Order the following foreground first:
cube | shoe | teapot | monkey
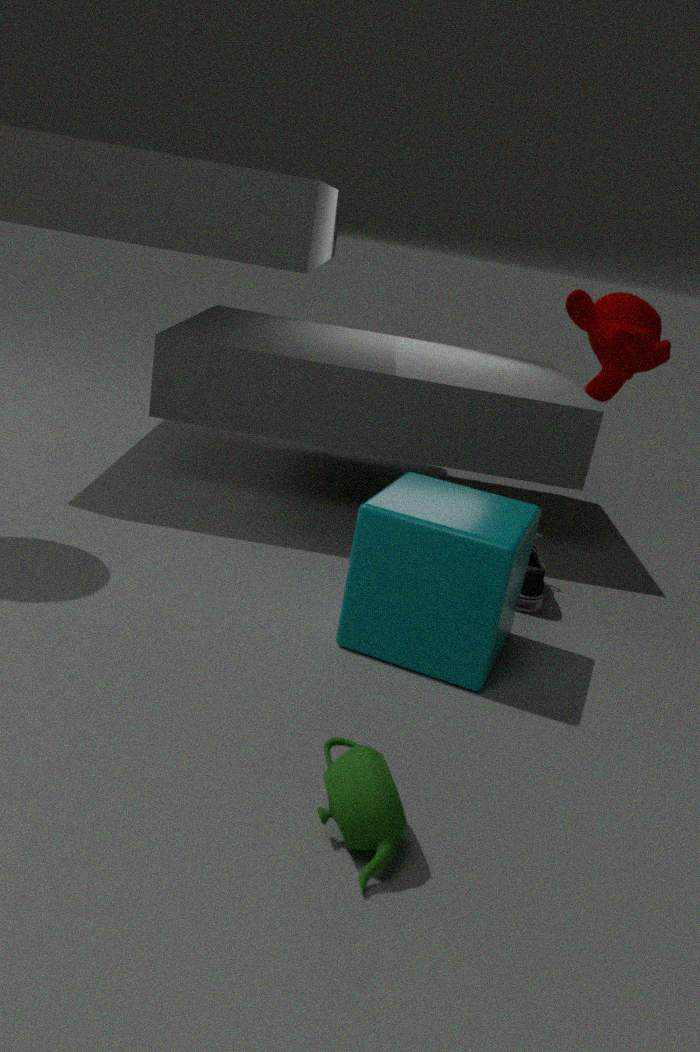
teapot < monkey < cube < shoe
